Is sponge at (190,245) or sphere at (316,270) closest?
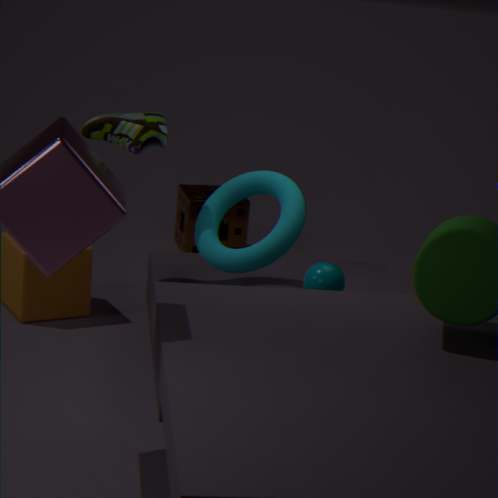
sphere at (316,270)
